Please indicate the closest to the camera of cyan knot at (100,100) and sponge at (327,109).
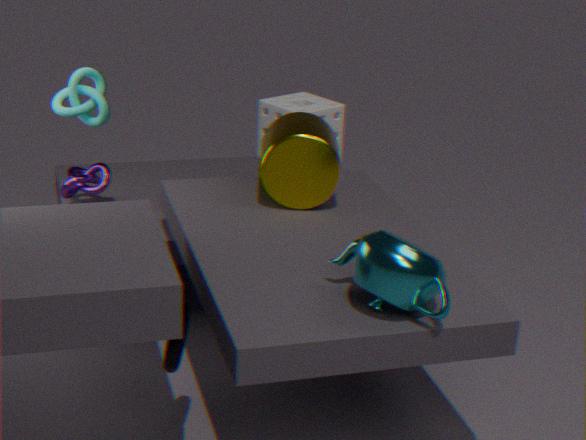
cyan knot at (100,100)
